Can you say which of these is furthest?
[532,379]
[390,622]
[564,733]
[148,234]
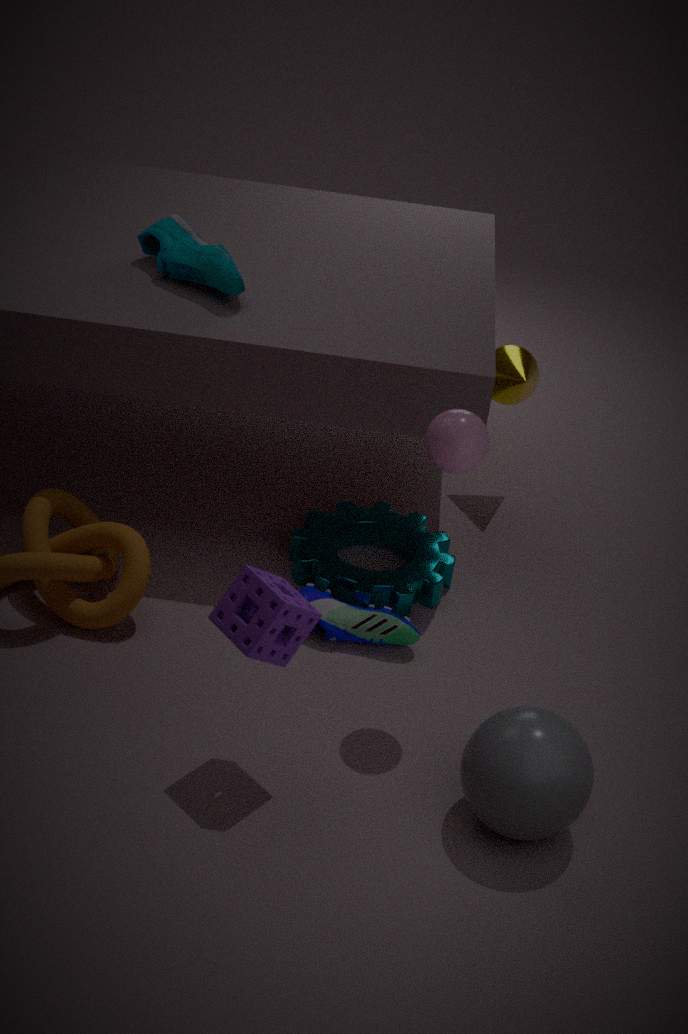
[532,379]
